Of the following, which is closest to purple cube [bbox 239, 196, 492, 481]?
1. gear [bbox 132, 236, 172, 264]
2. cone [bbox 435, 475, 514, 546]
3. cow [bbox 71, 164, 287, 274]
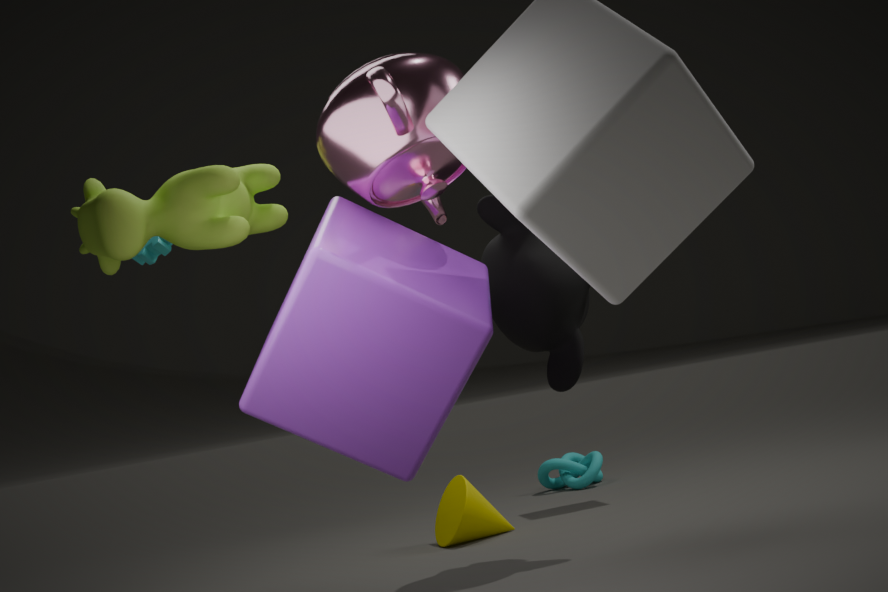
cow [bbox 71, 164, 287, 274]
